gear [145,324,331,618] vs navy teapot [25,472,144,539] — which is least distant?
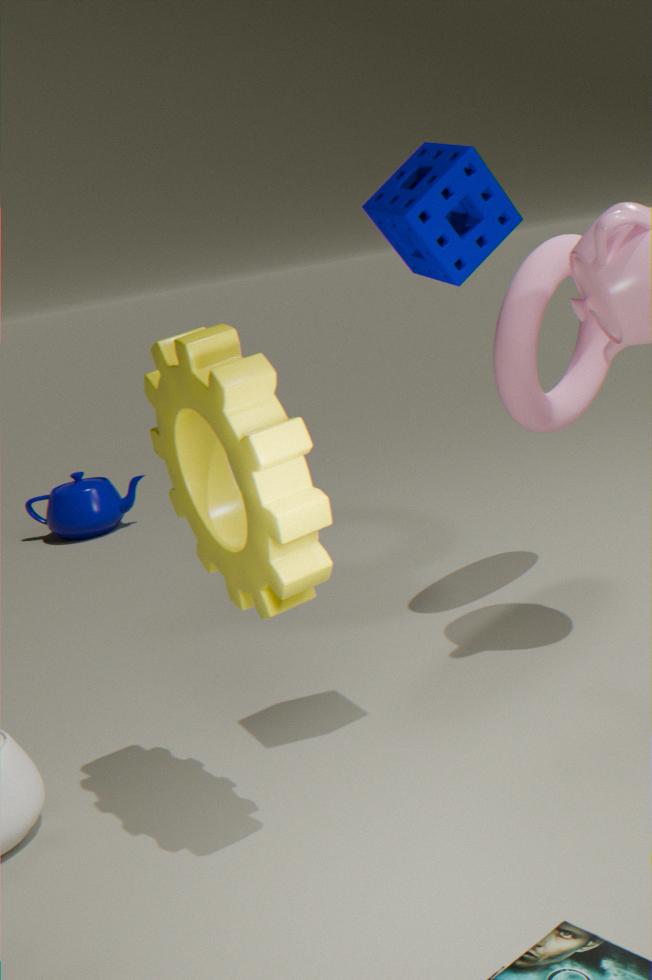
gear [145,324,331,618]
